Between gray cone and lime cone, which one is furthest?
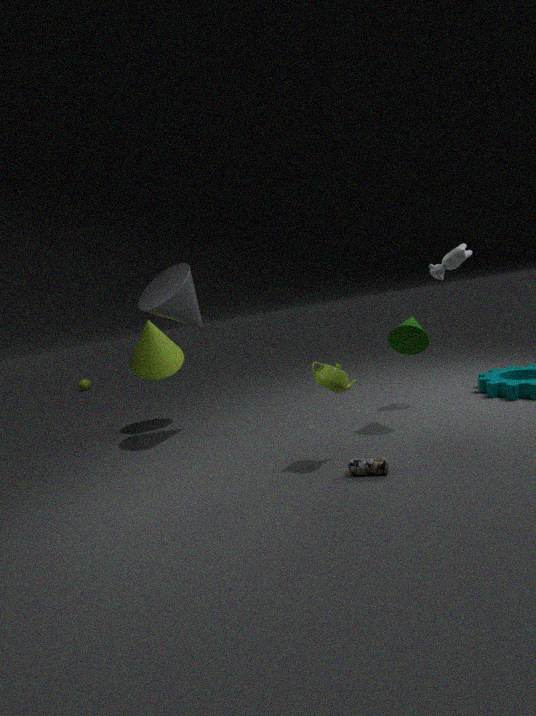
lime cone
